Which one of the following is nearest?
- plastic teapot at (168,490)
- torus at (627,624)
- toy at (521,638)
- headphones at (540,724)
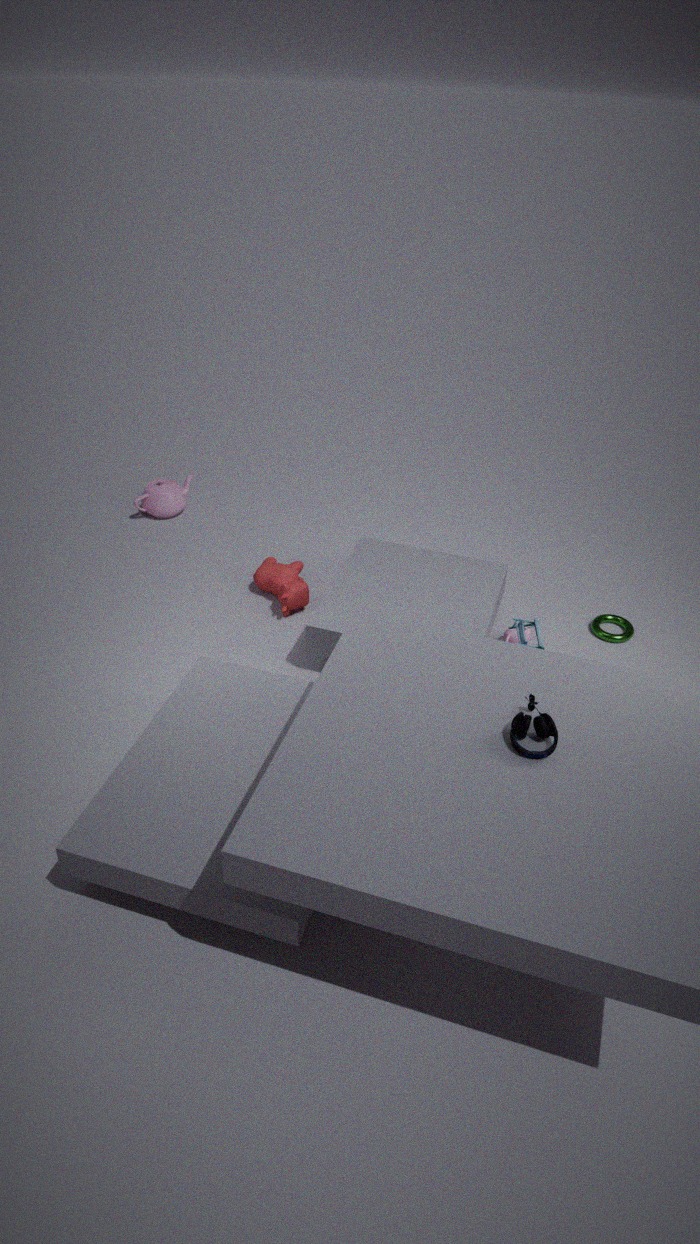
headphones at (540,724)
